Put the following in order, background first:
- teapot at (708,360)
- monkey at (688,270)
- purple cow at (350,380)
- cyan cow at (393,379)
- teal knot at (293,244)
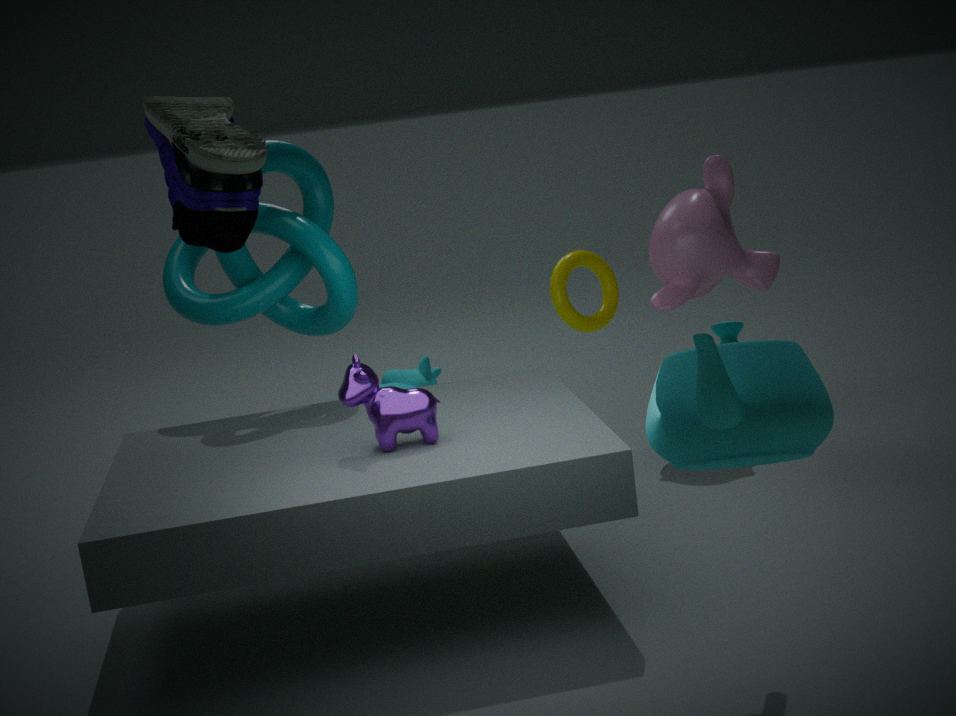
1. cyan cow at (393,379)
2. monkey at (688,270)
3. teal knot at (293,244)
4. purple cow at (350,380)
5. teapot at (708,360)
